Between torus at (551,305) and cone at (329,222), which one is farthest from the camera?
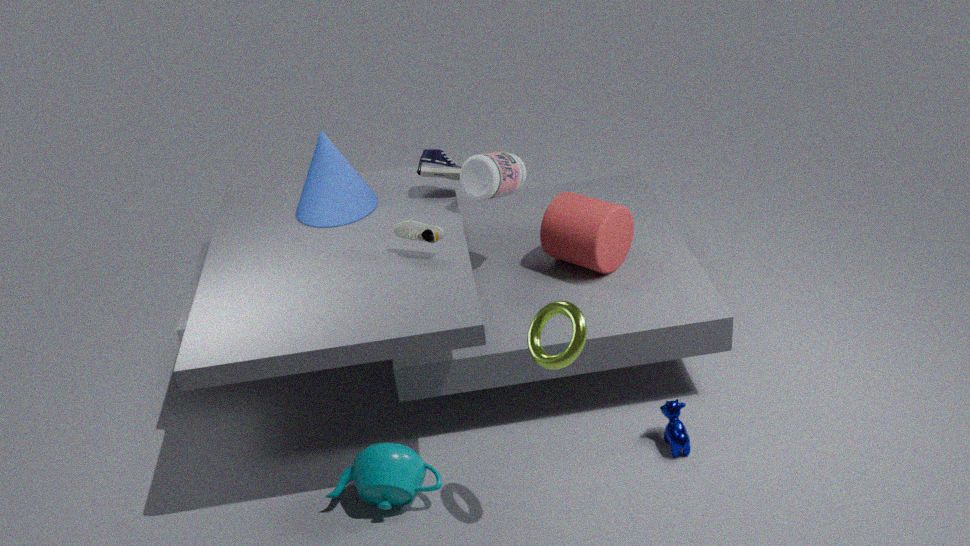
cone at (329,222)
